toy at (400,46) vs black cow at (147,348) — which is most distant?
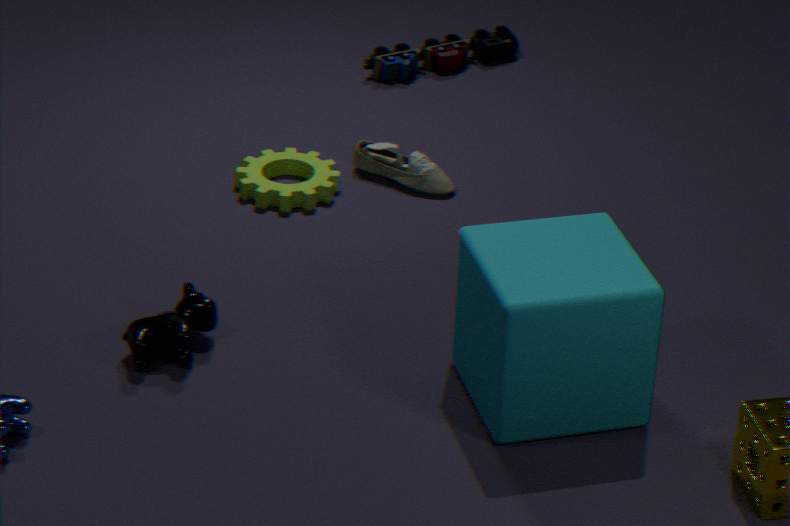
toy at (400,46)
